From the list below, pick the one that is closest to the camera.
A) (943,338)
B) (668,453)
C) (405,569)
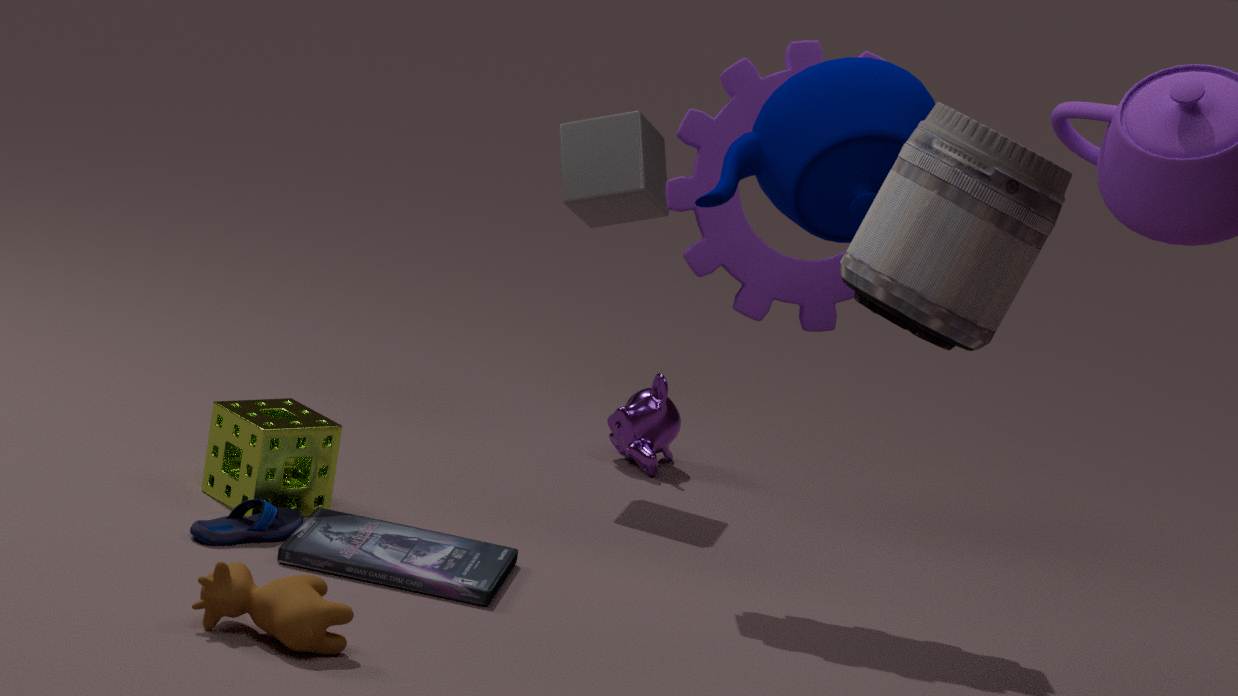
(943,338)
